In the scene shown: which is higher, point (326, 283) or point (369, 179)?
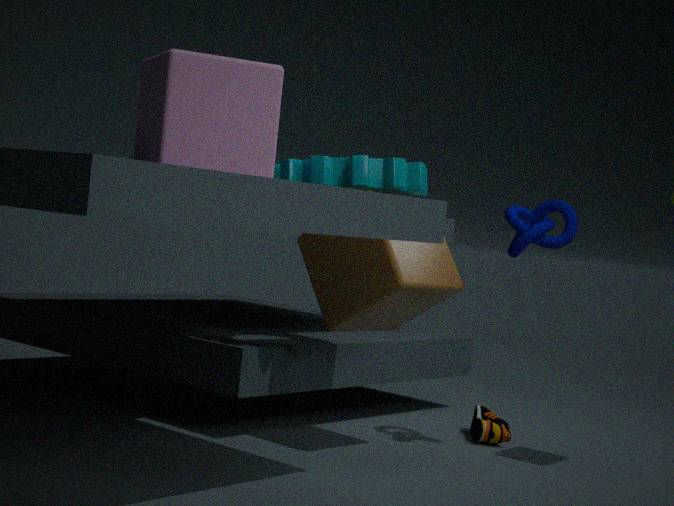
point (369, 179)
